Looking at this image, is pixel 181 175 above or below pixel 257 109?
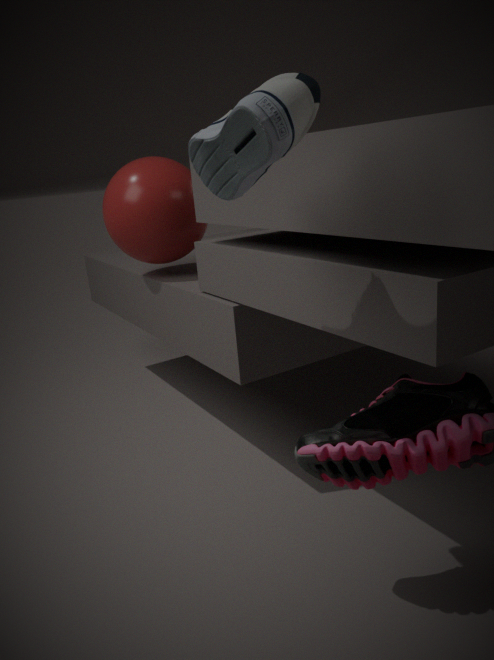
below
